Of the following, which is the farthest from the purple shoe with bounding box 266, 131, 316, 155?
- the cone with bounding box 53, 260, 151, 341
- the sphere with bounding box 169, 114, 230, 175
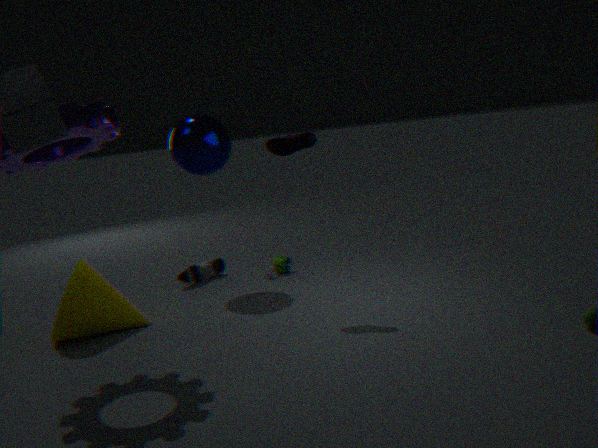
the cone with bounding box 53, 260, 151, 341
